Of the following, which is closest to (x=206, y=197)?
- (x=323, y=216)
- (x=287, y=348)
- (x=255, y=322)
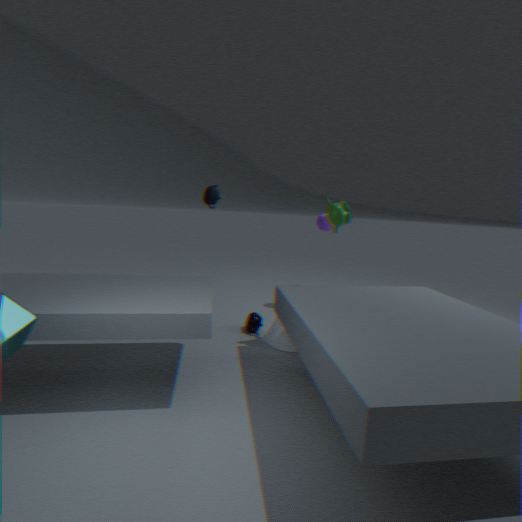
(x=323, y=216)
